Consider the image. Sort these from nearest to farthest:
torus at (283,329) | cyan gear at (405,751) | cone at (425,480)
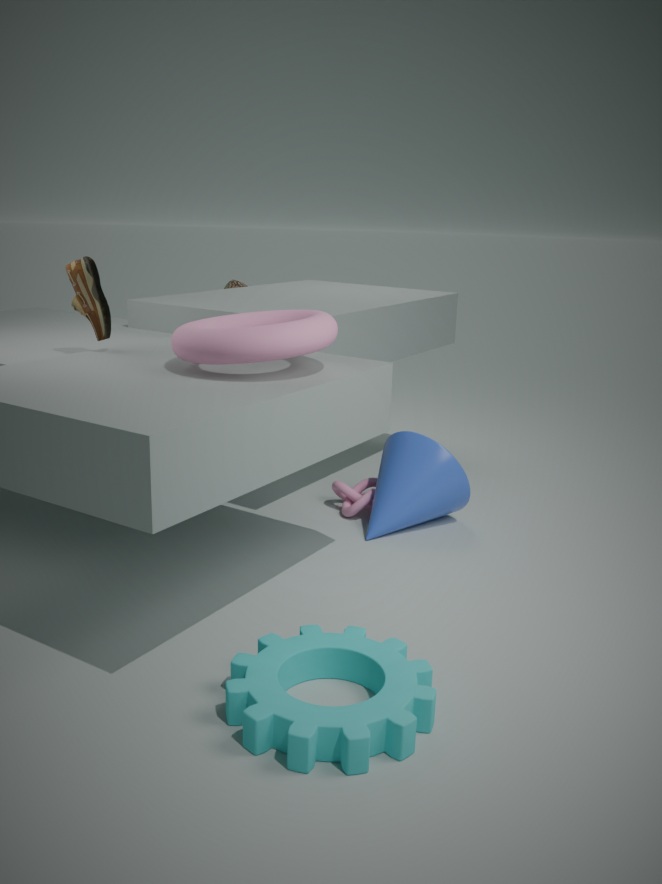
cyan gear at (405,751), torus at (283,329), cone at (425,480)
